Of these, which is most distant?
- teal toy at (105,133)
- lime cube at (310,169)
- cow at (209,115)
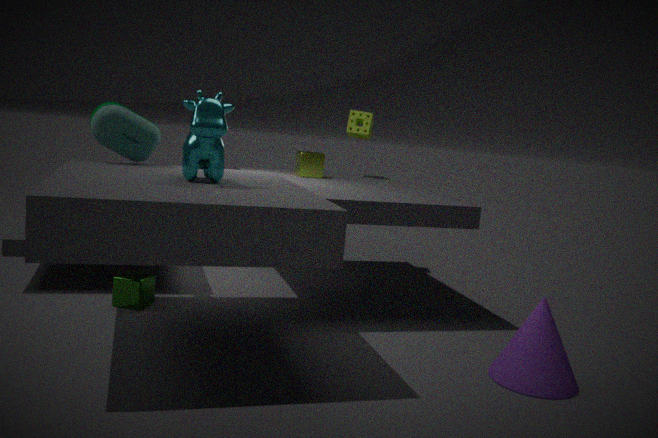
lime cube at (310,169)
